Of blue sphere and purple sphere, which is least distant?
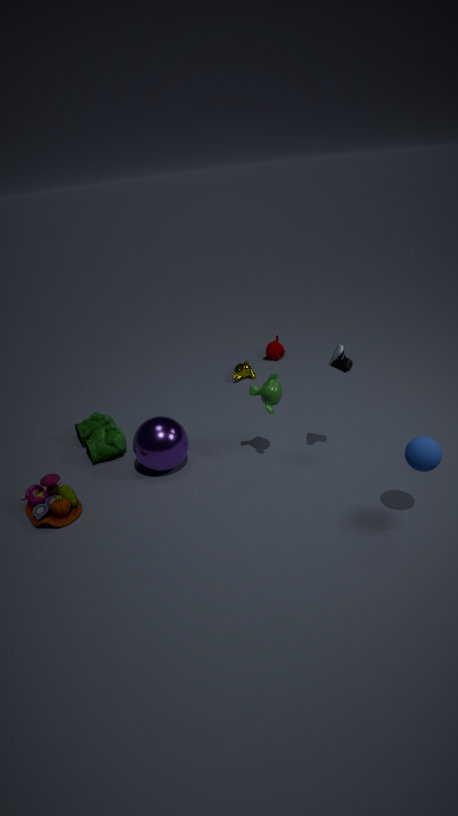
blue sphere
